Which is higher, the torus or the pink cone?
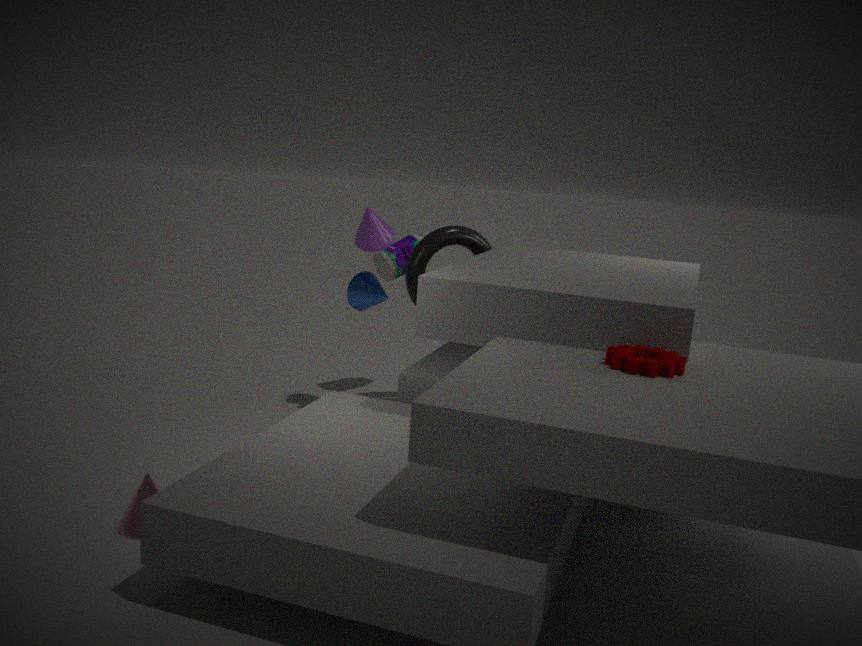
the torus
